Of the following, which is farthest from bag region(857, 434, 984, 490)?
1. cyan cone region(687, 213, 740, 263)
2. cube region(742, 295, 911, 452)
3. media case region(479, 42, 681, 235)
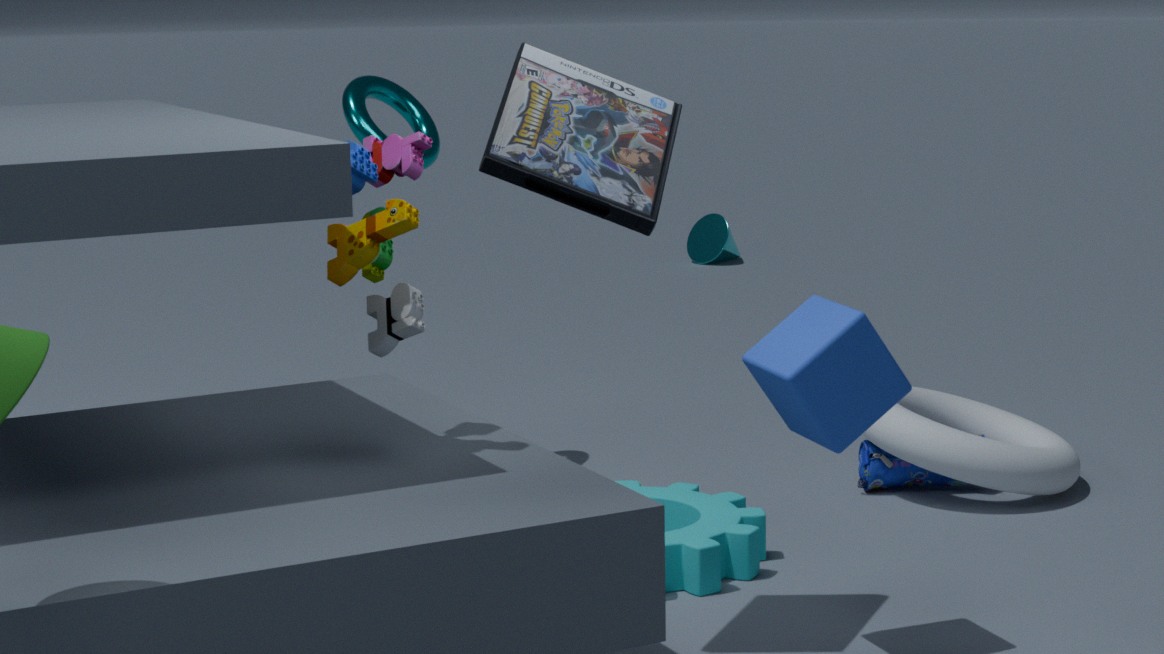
cyan cone region(687, 213, 740, 263)
